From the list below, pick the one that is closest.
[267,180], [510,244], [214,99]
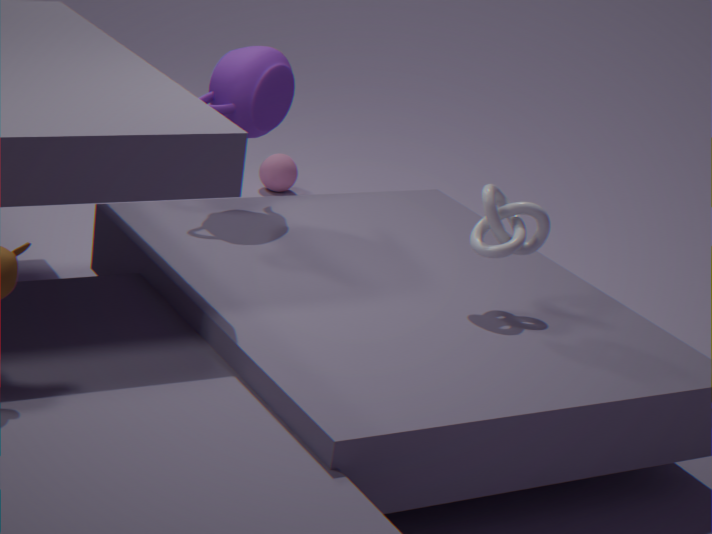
[510,244]
